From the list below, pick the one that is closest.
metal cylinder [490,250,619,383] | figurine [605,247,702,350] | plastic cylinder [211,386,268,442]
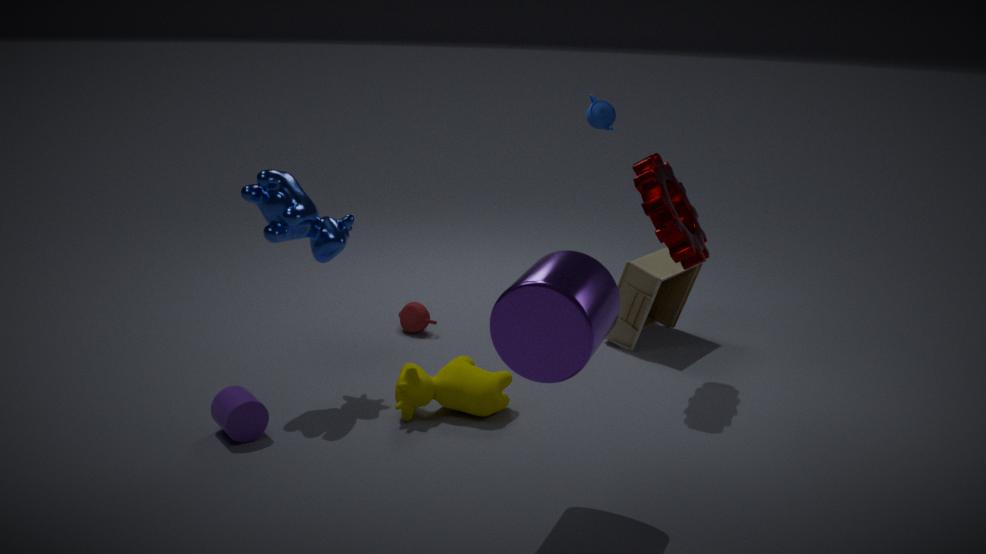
metal cylinder [490,250,619,383]
